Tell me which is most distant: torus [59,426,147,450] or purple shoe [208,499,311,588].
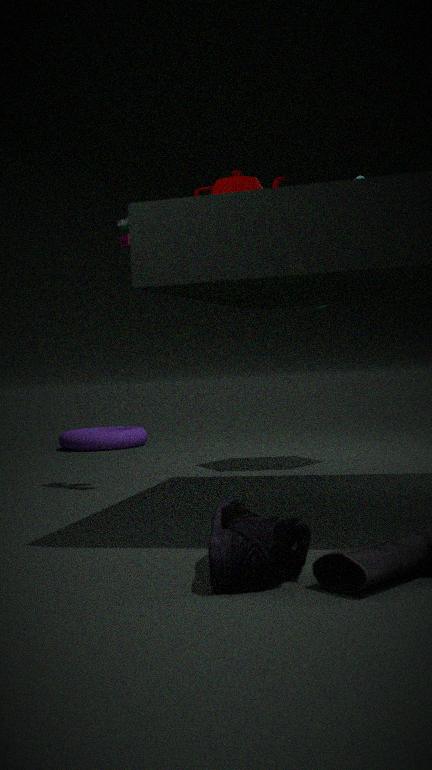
torus [59,426,147,450]
